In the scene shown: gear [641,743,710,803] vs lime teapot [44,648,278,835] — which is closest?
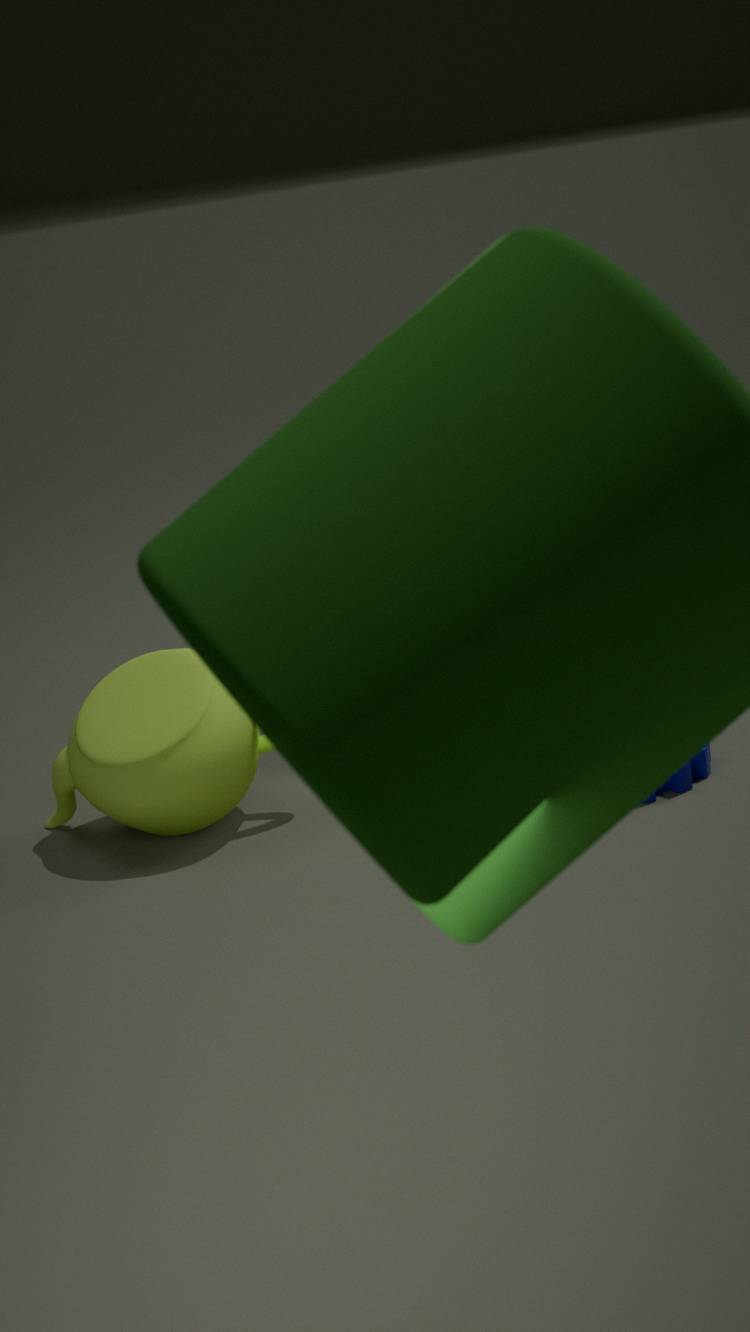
gear [641,743,710,803]
